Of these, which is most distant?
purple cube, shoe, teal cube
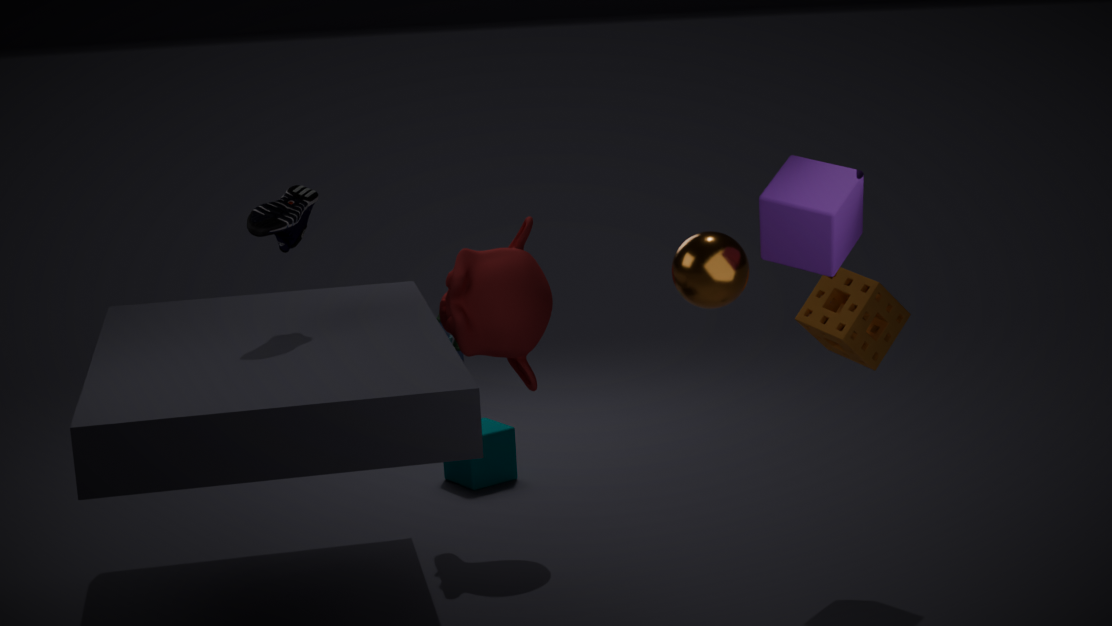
teal cube
